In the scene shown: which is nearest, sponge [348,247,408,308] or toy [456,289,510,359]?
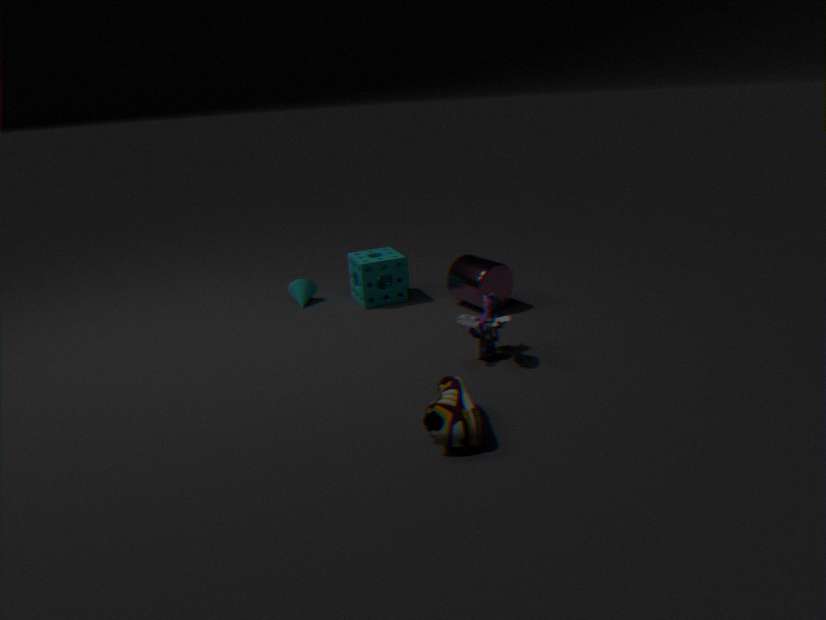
toy [456,289,510,359]
